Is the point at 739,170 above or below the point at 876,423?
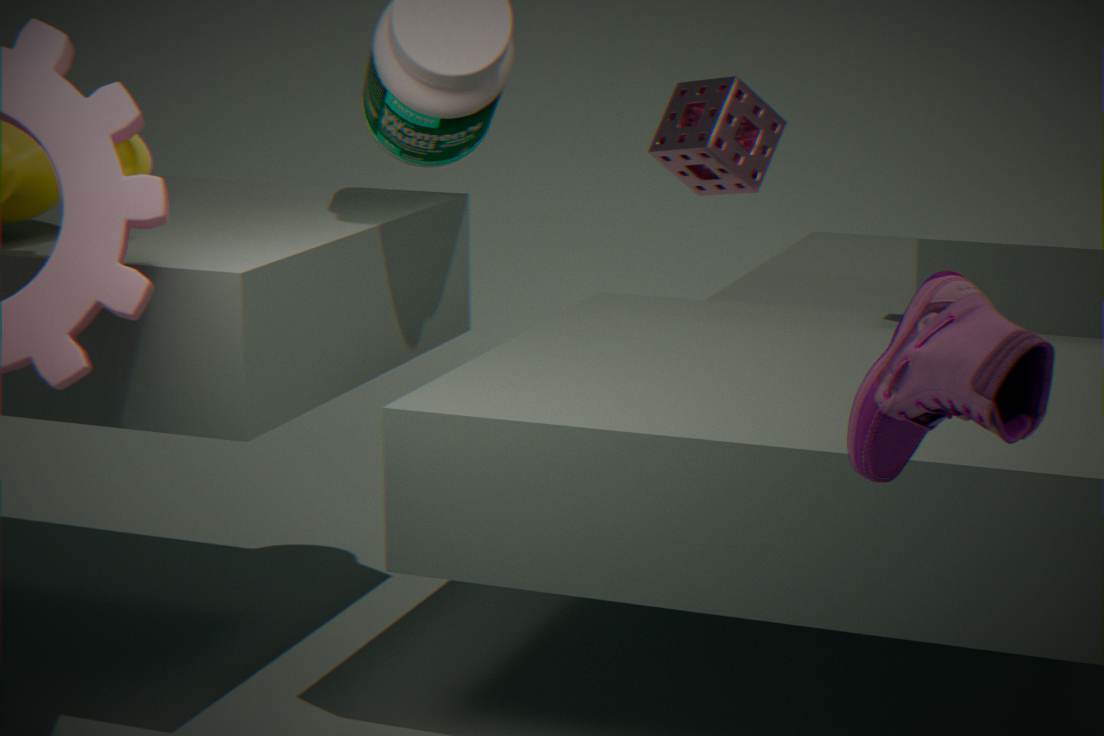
above
